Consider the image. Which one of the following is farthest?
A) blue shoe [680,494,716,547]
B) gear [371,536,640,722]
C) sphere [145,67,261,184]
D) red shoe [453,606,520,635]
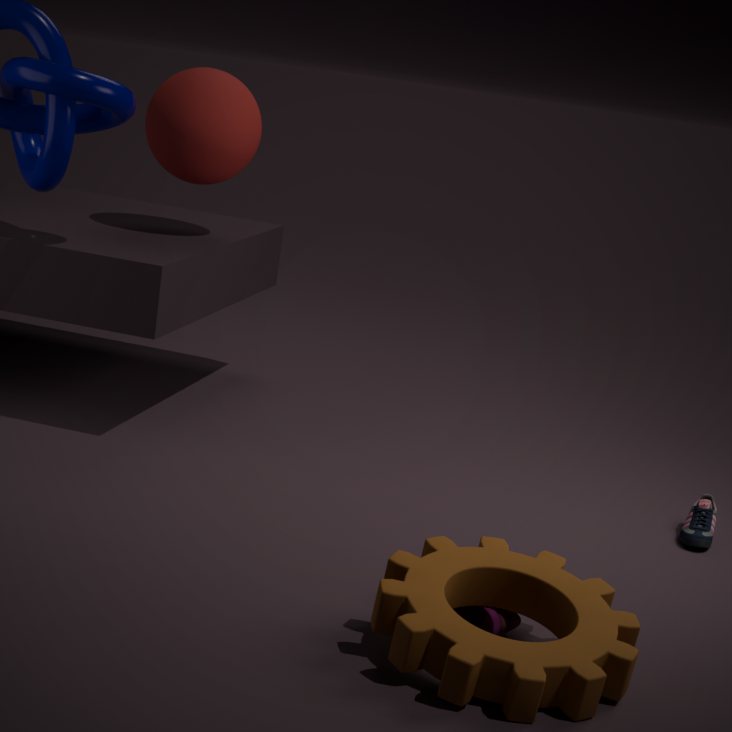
C. sphere [145,67,261,184]
